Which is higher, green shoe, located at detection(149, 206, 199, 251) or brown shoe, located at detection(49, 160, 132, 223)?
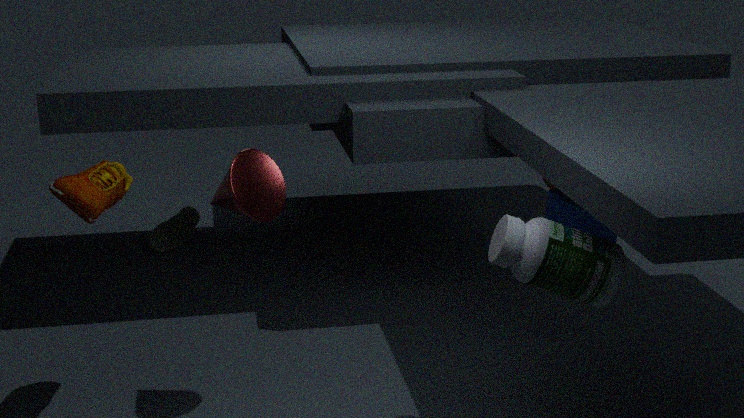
brown shoe, located at detection(49, 160, 132, 223)
